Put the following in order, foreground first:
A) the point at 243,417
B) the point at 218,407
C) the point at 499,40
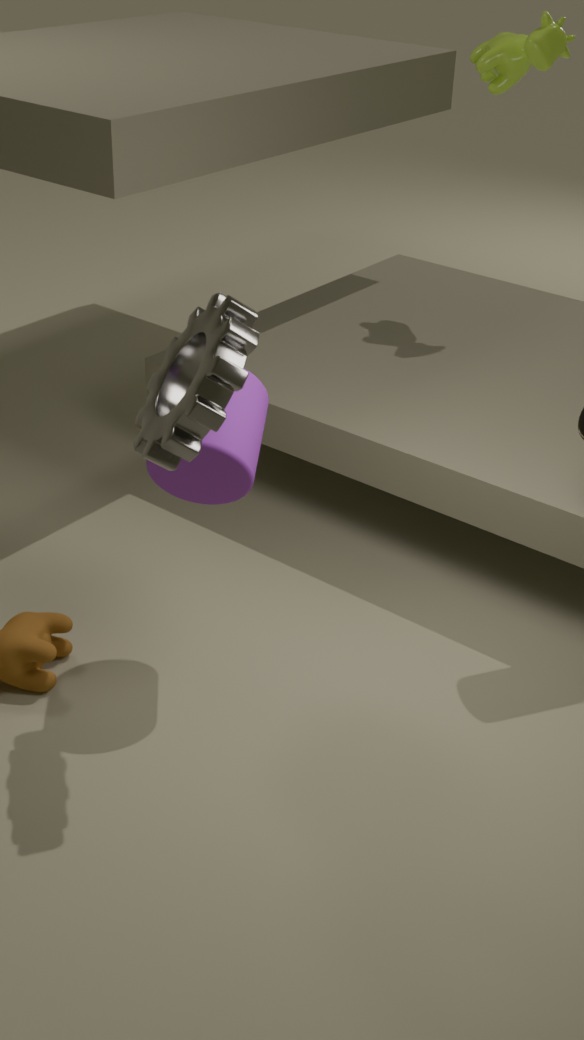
the point at 218,407 < the point at 243,417 < the point at 499,40
